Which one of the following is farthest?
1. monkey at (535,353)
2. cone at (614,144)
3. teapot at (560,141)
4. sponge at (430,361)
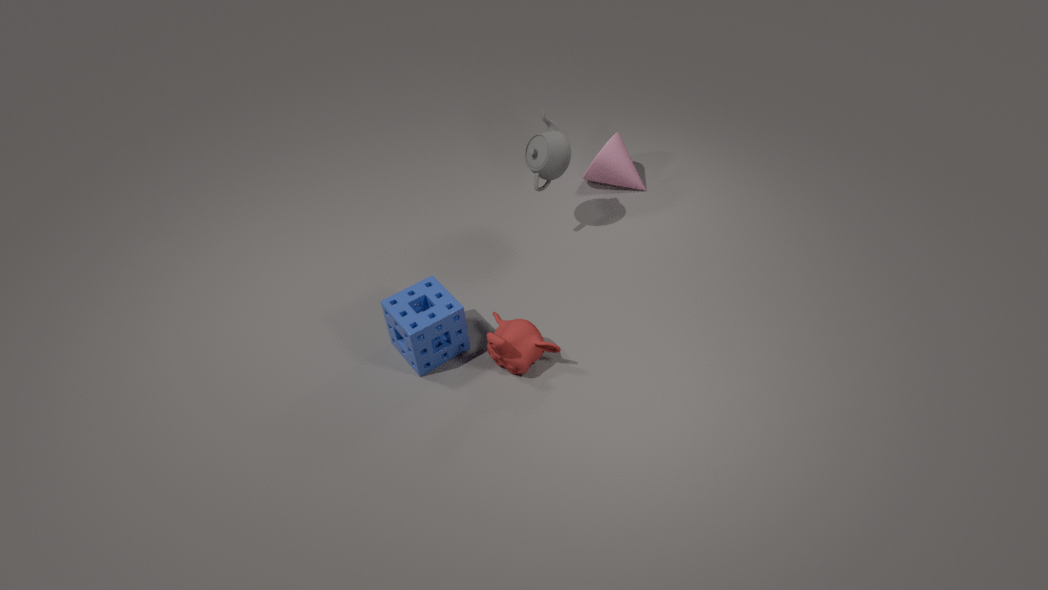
cone at (614,144)
